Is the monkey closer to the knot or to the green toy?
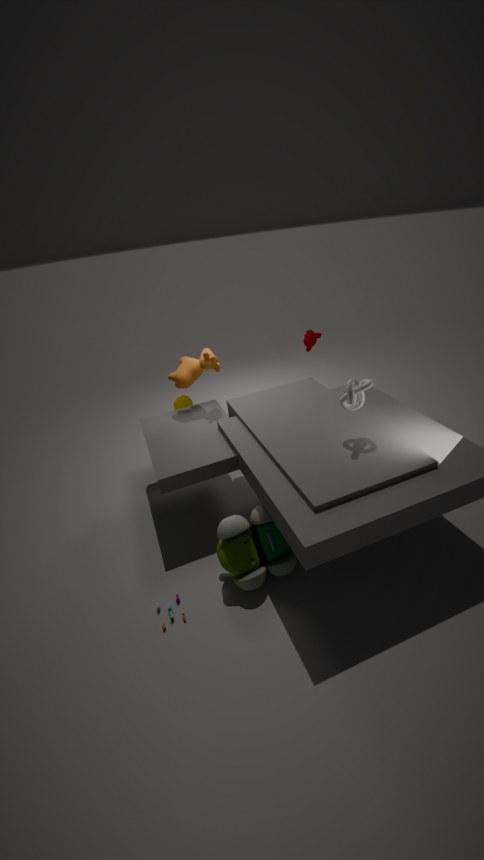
the knot
